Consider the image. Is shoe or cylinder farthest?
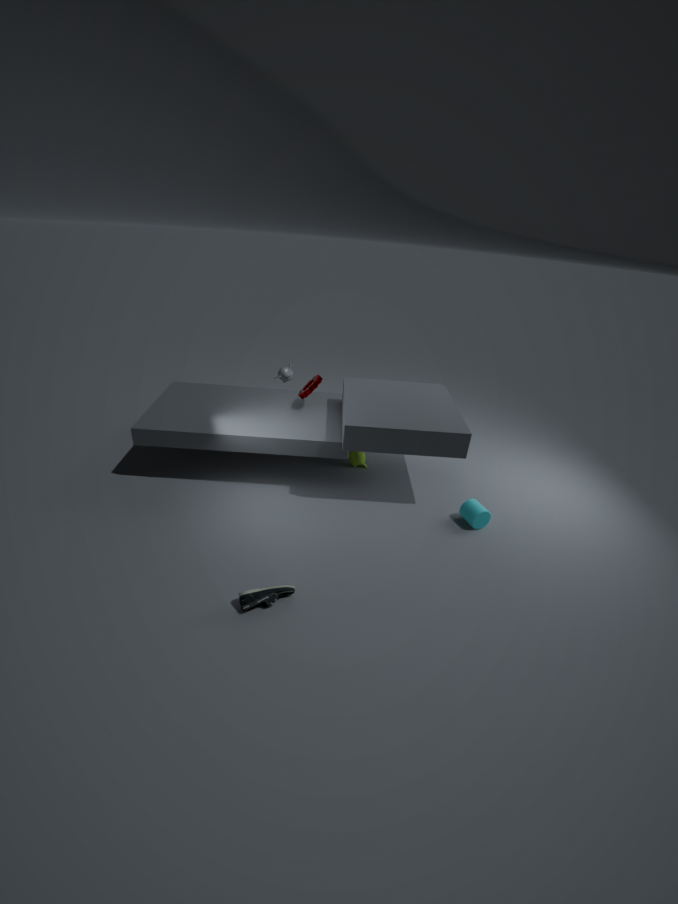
cylinder
